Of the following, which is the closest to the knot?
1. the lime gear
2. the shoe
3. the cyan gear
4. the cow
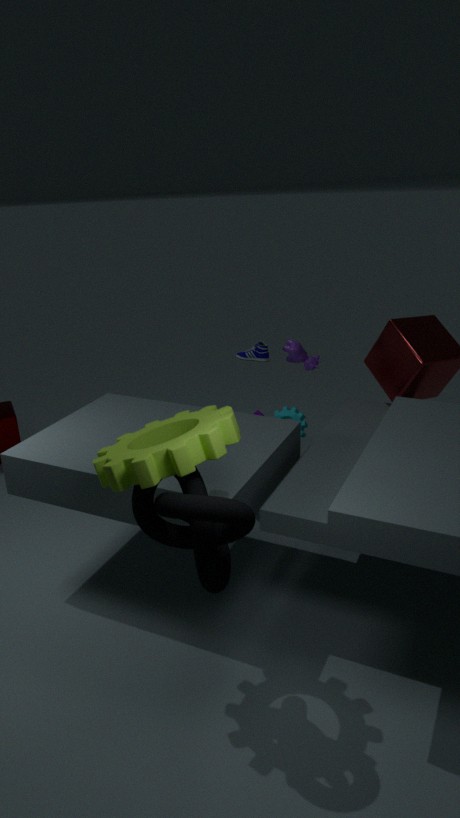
the lime gear
